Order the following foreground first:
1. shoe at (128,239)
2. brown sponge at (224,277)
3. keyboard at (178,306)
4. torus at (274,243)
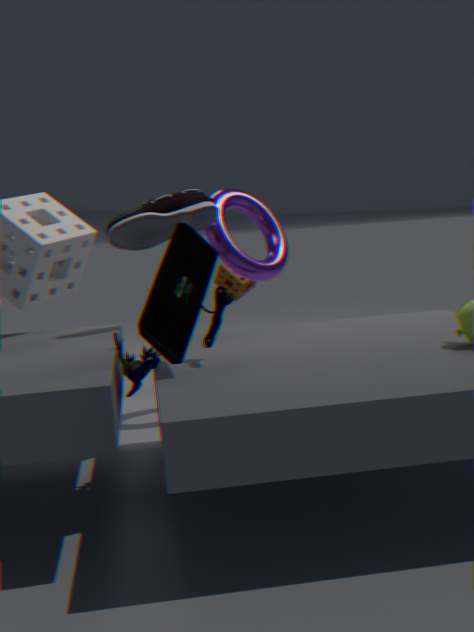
1. keyboard at (178,306)
2. shoe at (128,239)
3. torus at (274,243)
4. brown sponge at (224,277)
